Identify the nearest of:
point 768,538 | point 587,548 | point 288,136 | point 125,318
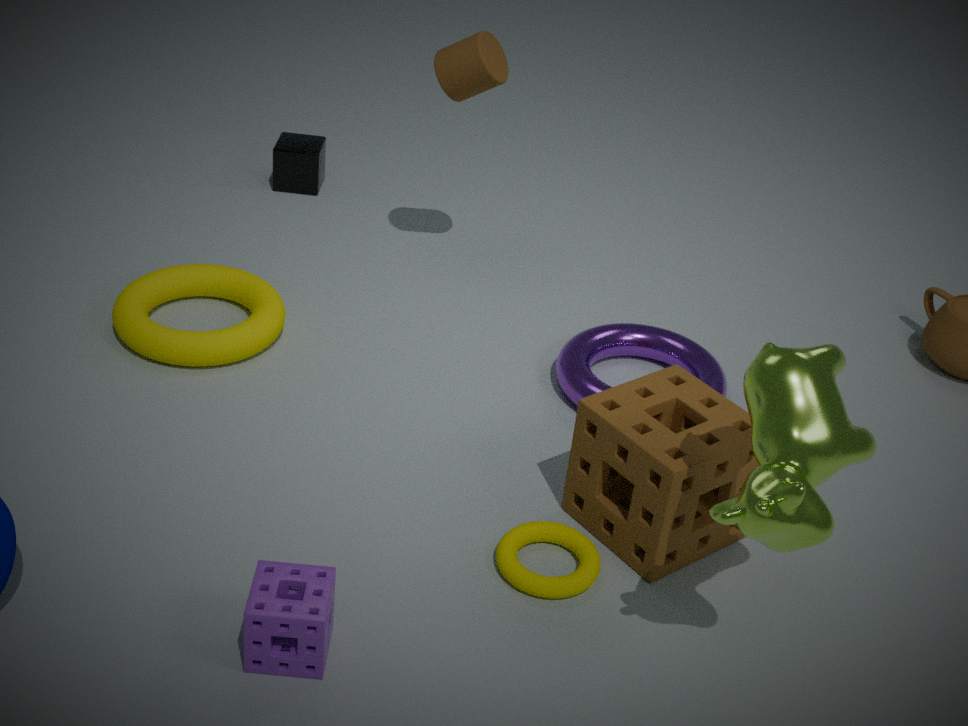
point 768,538
